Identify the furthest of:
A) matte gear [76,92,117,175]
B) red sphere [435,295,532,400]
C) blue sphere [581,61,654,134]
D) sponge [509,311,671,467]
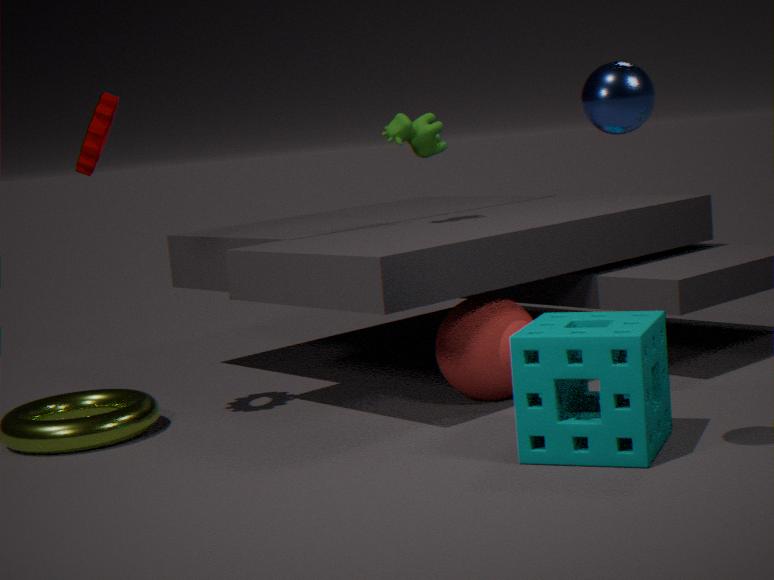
red sphere [435,295,532,400]
